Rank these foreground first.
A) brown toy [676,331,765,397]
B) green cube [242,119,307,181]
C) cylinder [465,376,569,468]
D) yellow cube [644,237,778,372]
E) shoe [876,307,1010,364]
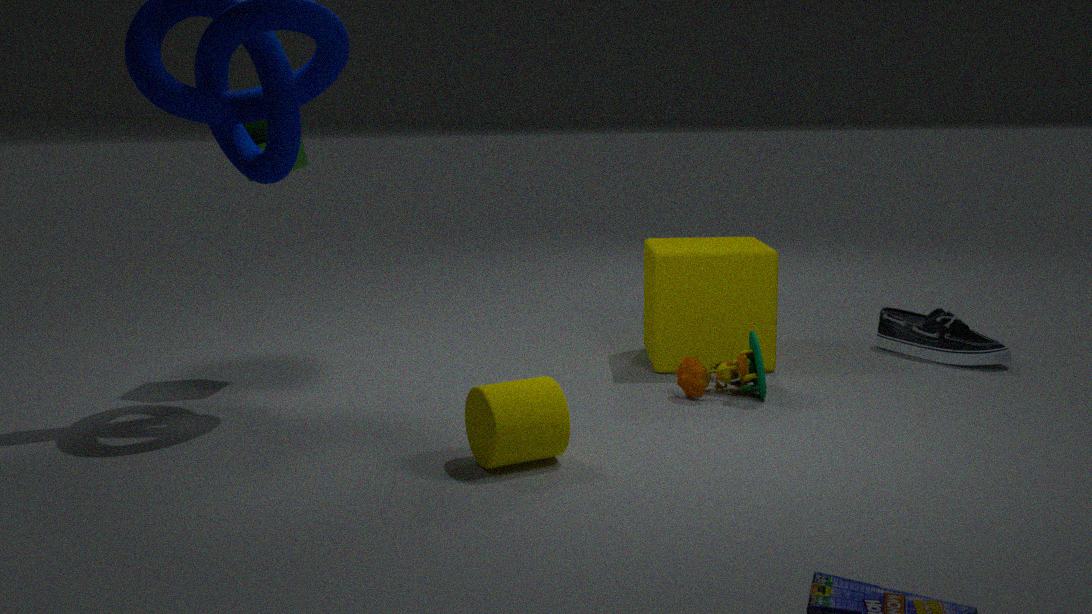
cylinder [465,376,569,468] → brown toy [676,331,765,397] → green cube [242,119,307,181] → yellow cube [644,237,778,372] → shoe [876,307,1010,364]
